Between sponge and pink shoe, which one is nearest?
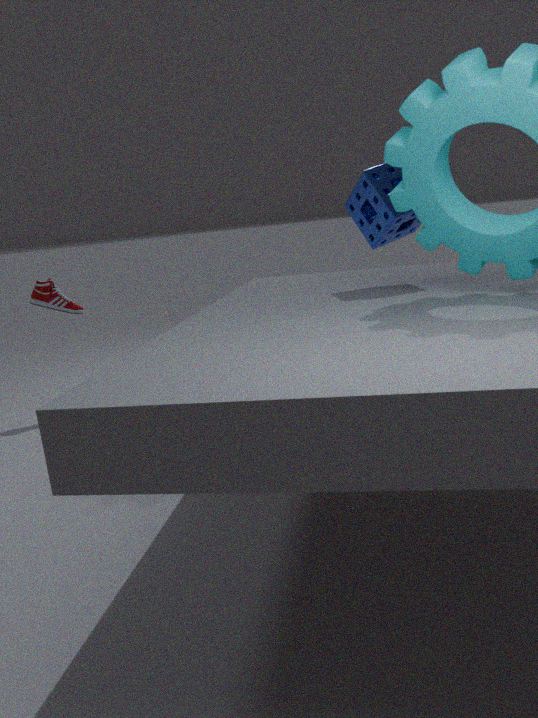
sponge
